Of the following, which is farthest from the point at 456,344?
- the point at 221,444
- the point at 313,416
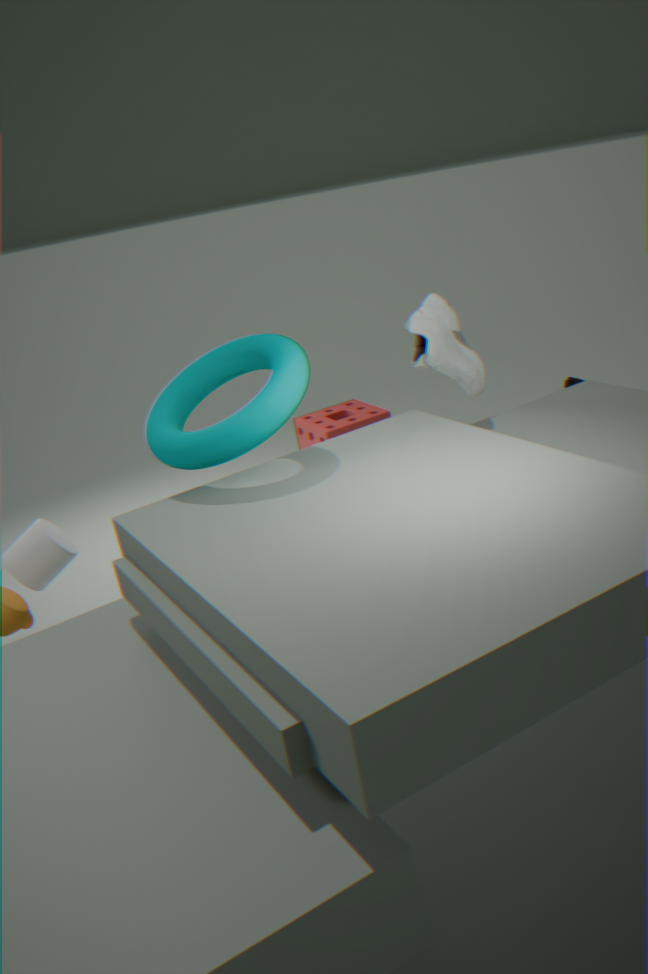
the point at 313,416
